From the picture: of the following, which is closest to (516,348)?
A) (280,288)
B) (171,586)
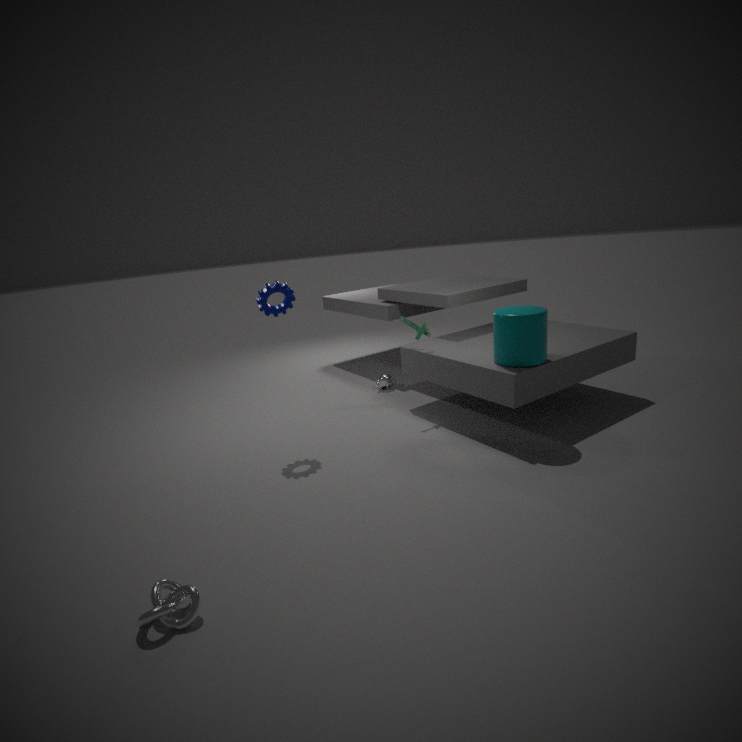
(280,288)
